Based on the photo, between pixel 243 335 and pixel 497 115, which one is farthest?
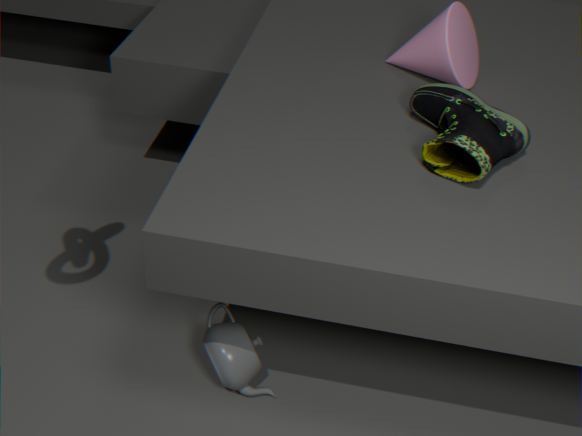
pixel 243 335
